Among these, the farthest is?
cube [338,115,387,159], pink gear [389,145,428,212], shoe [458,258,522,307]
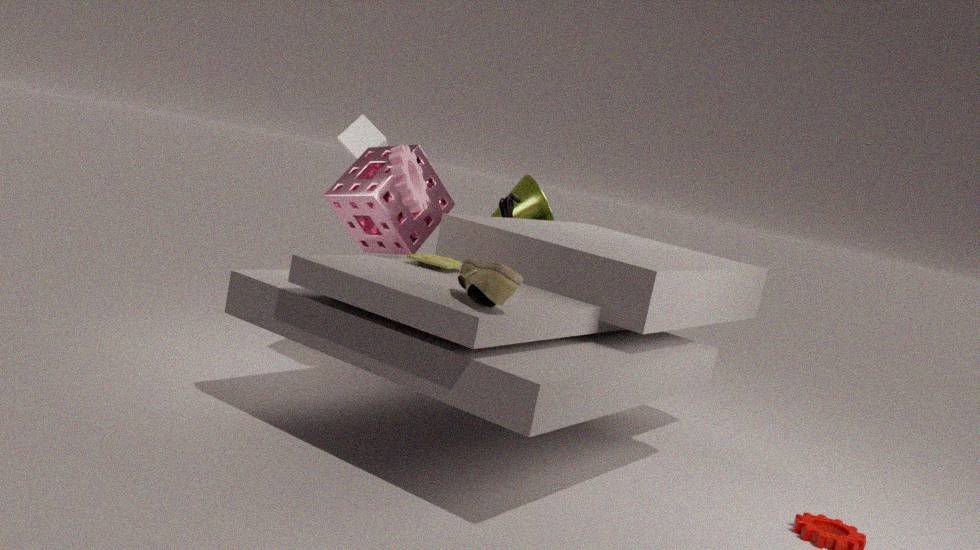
cube [338,115,387,159]
